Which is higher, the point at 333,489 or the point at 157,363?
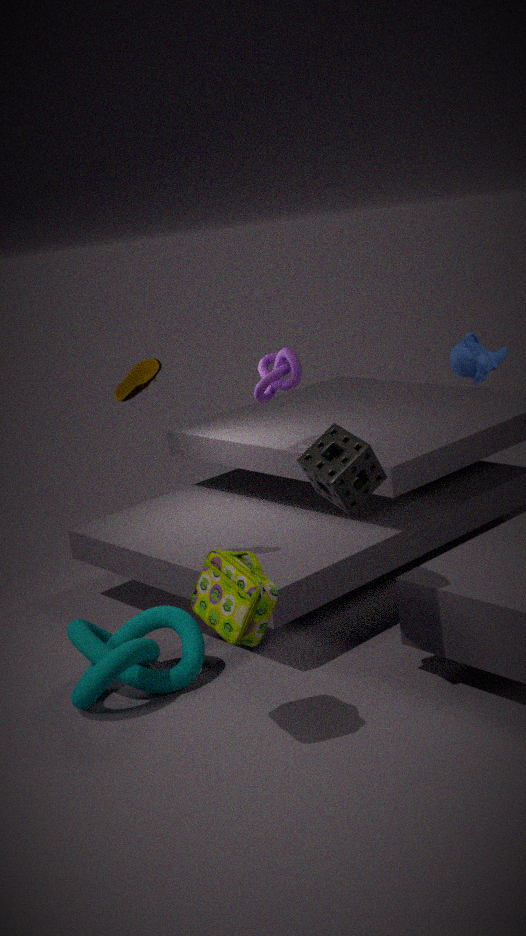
the point at 157,363
